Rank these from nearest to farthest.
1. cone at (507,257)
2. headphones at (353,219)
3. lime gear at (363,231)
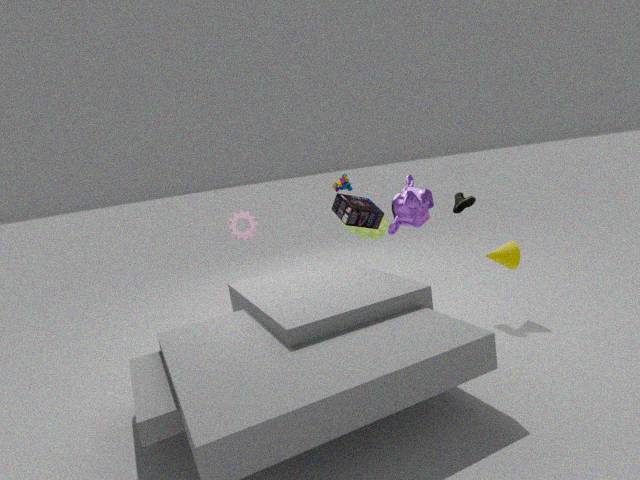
cone at (507,257), headphones at (353,219), lime gear at (363,231)
